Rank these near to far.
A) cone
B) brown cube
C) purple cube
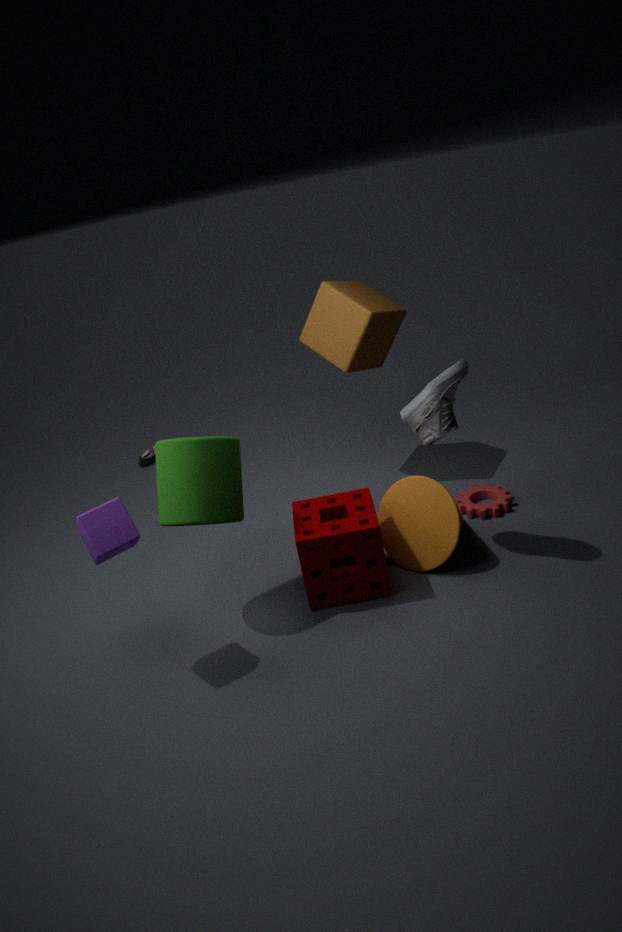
purple cube, cone, brown cube
